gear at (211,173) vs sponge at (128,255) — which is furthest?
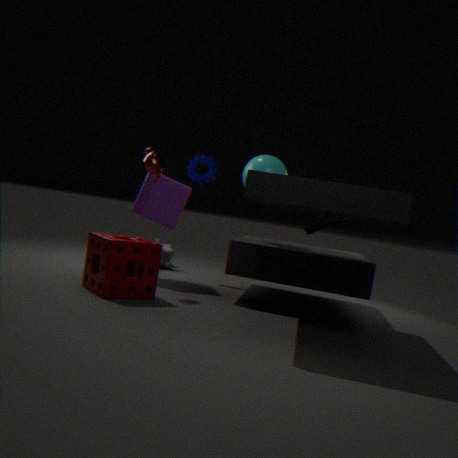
gear at (211,173)
